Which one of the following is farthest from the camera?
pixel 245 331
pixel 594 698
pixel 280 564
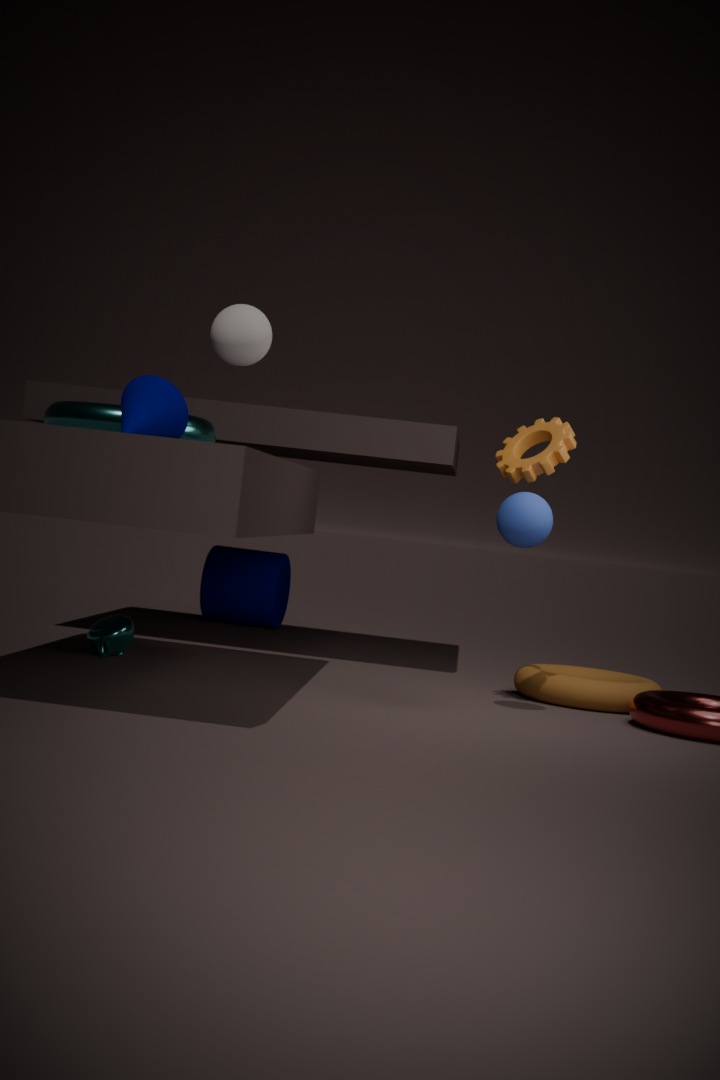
pixel 280 564
